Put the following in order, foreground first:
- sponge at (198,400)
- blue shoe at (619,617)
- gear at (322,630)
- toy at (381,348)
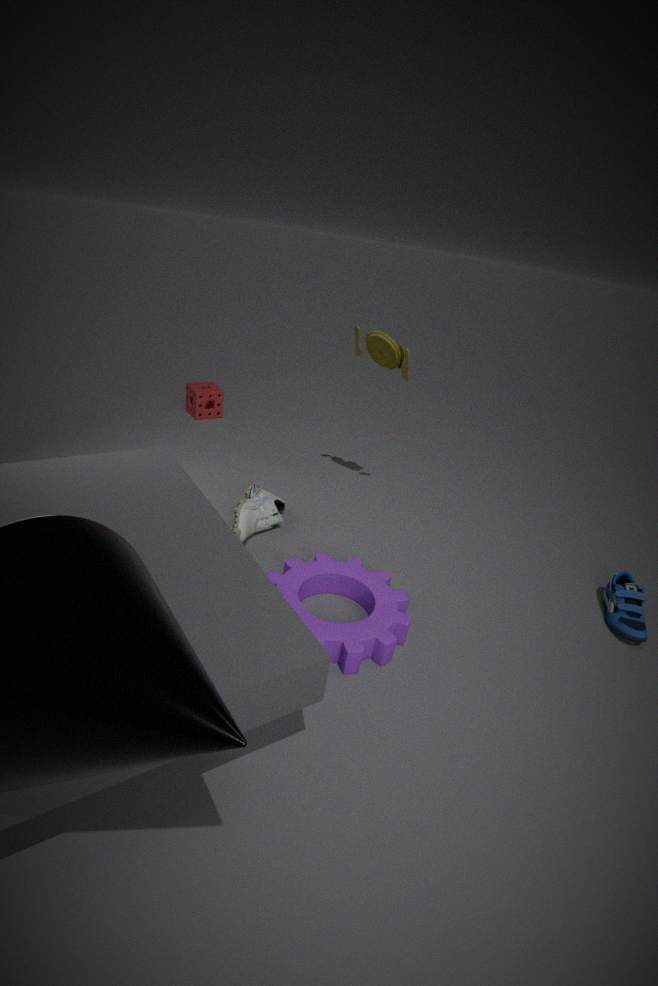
gear at (322,630), blue shoe at (619,617), toy at (381,348), sponge at (198,400)
